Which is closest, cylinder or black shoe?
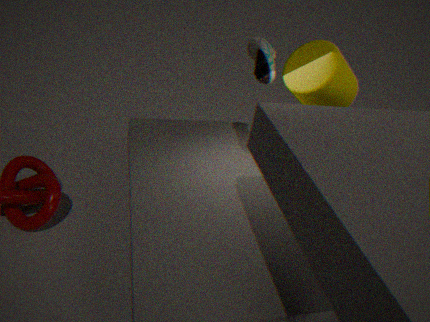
black shoe
